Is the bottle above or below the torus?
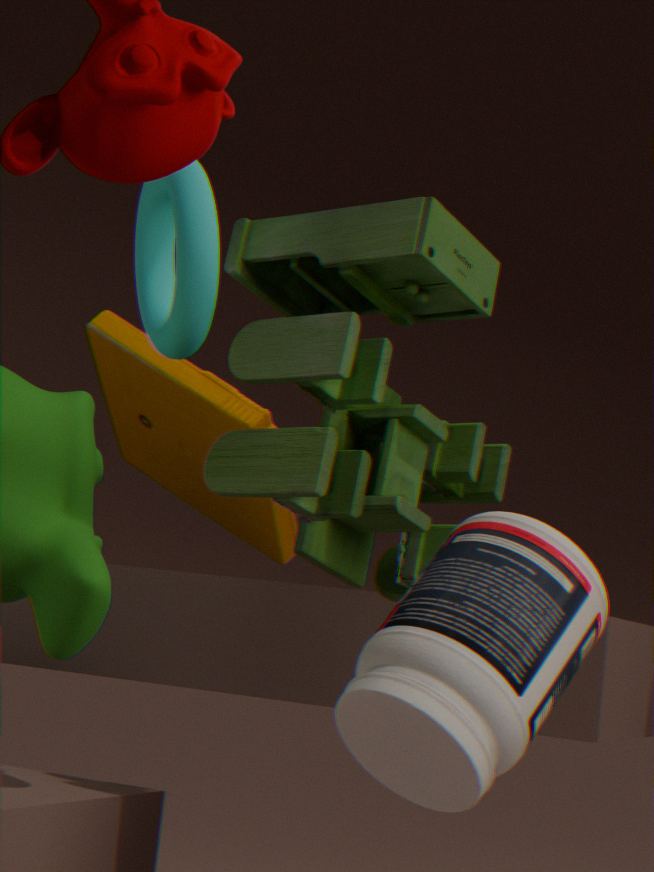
below
